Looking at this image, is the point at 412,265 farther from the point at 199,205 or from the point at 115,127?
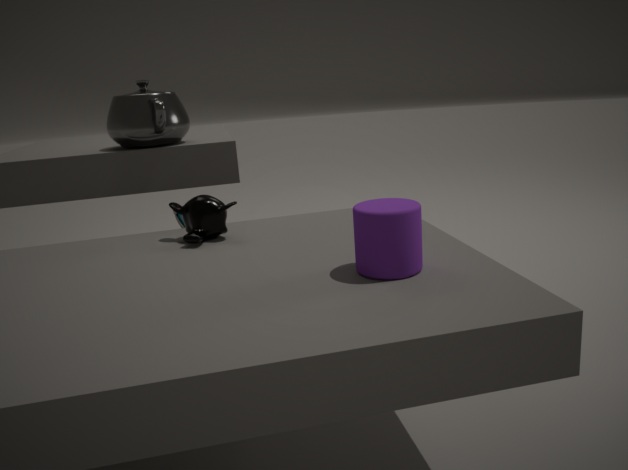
Result: the point at 115,127
